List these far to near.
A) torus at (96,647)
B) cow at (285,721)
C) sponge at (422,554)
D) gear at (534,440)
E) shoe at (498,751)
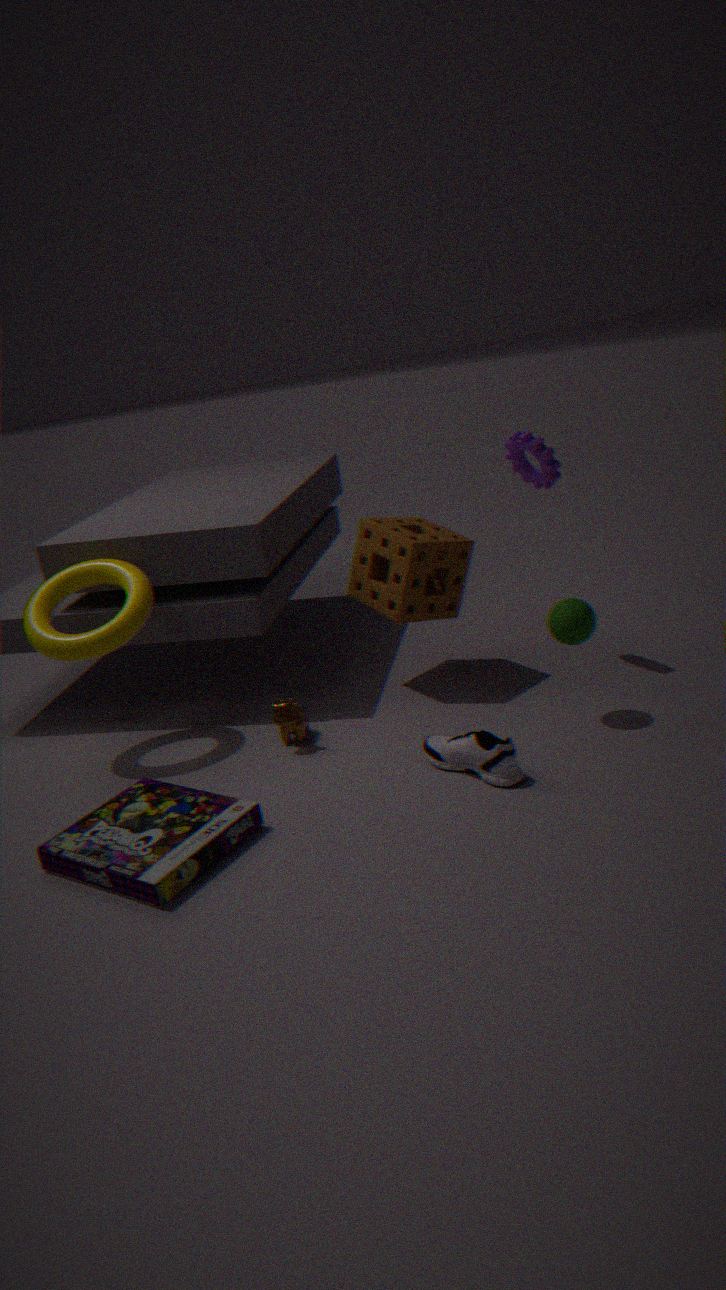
sponge at (422,554), gear at (534,440), cow at (285,721), torus at (96,647), shoe at (498,751)
